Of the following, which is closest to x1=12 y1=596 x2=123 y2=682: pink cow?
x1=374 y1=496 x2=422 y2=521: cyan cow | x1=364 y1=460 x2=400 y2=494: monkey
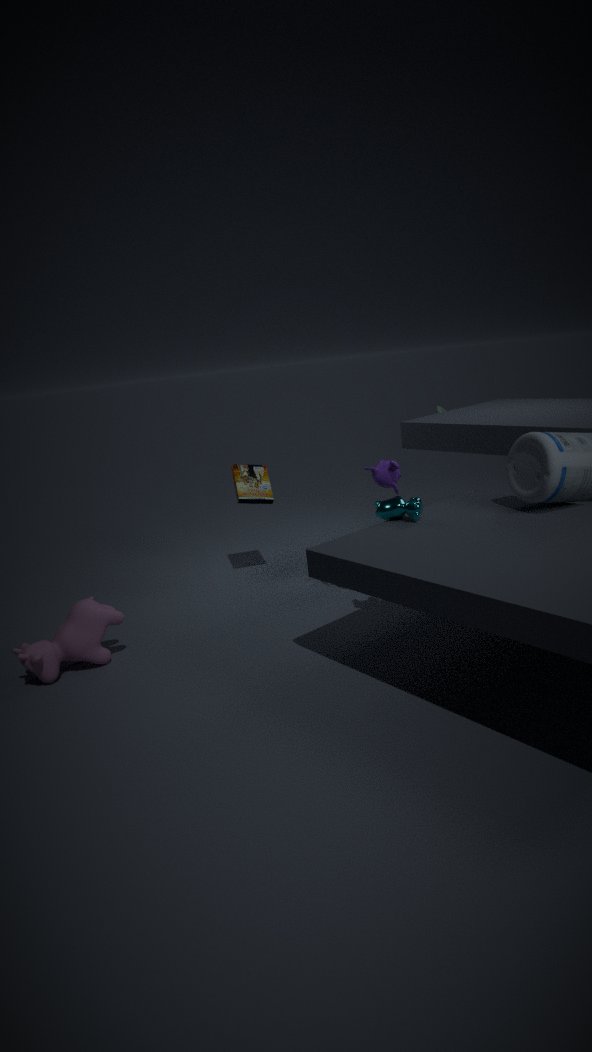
x1=374 y1=496 x2=422 y2=521: cyan cow
